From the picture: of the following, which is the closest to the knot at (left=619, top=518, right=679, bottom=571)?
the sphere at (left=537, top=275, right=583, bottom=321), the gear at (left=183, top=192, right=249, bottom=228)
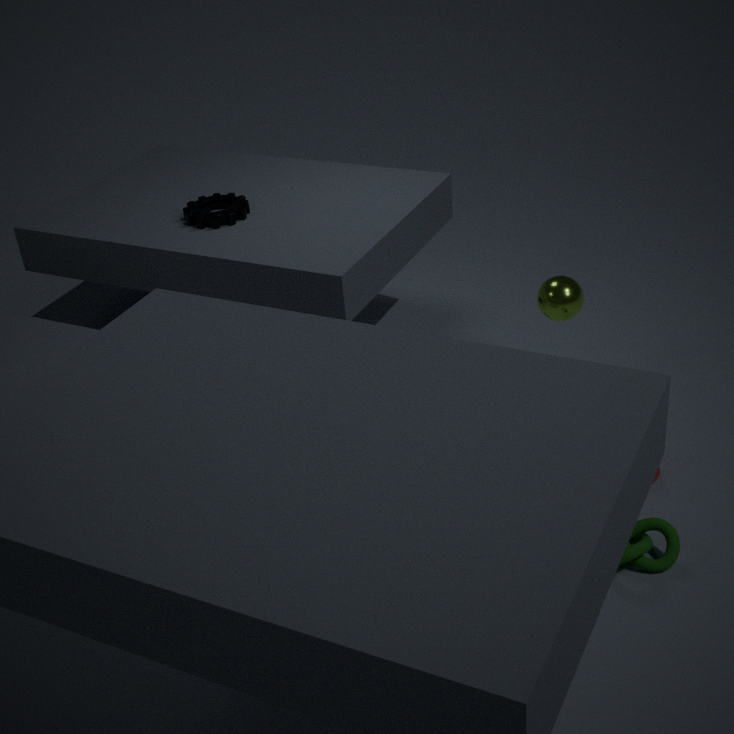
the sphere at (left=537, top=275, right=583, bottom=321)
